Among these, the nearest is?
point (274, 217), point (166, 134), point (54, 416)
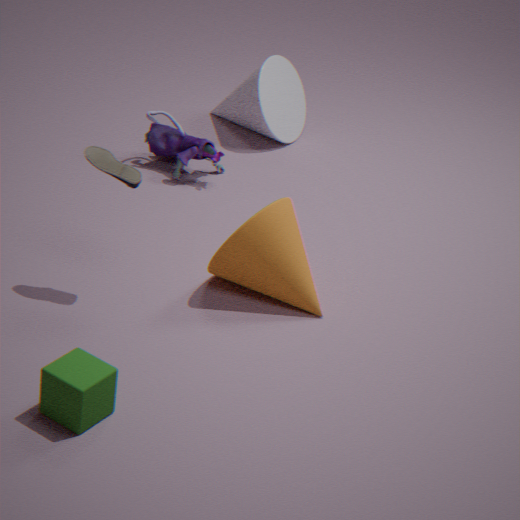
point (54, 416)
